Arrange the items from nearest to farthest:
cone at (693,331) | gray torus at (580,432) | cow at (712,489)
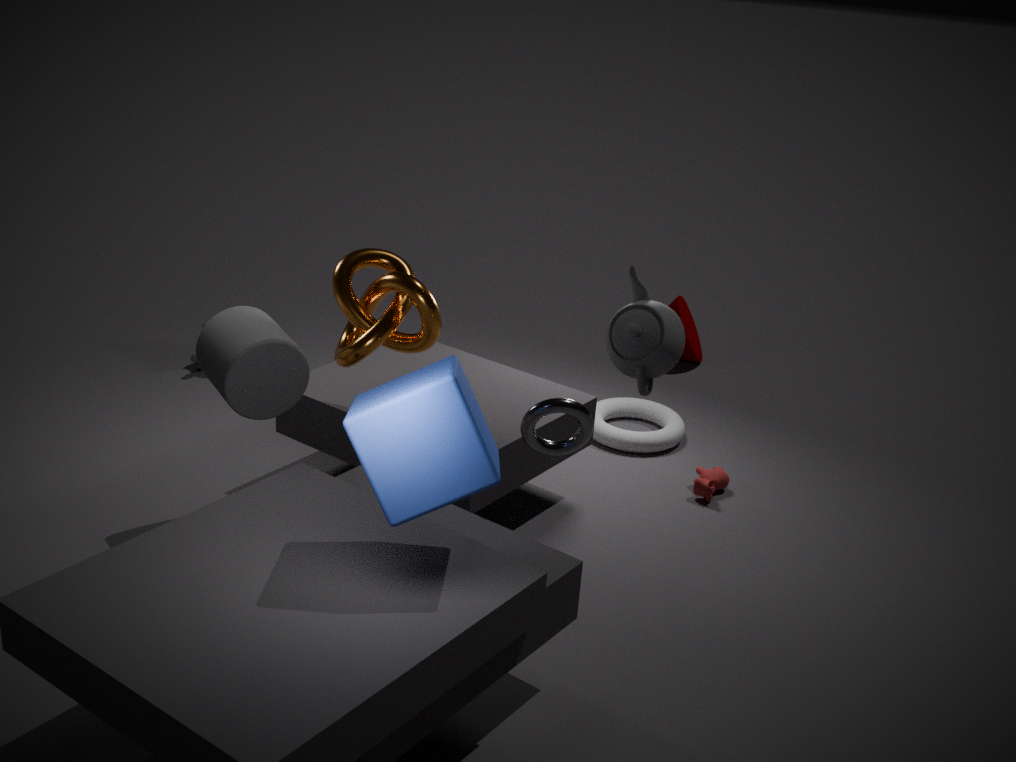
1. gray torus at (580,432)
2. cow at (712,489)
3. cone at (693,331)
